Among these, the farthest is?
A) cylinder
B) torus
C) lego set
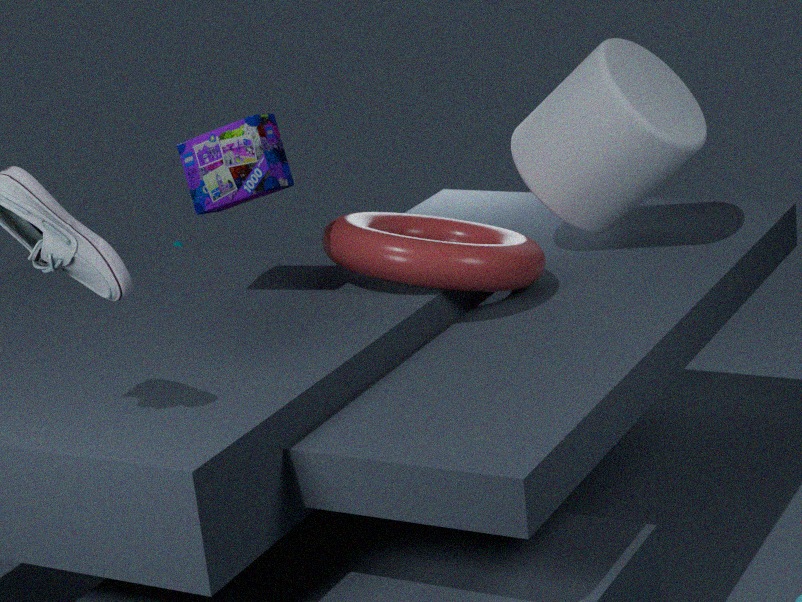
cylinder
